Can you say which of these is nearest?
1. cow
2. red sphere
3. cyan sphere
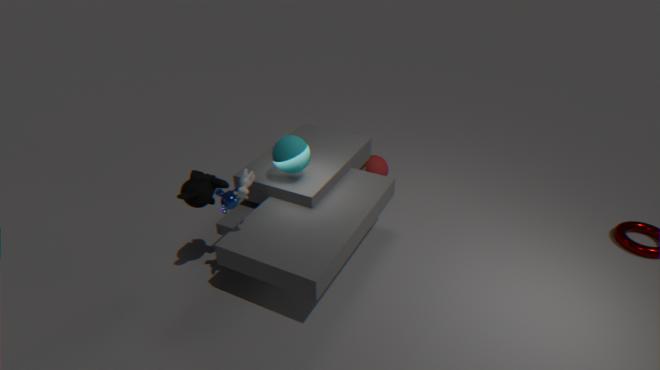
cow
